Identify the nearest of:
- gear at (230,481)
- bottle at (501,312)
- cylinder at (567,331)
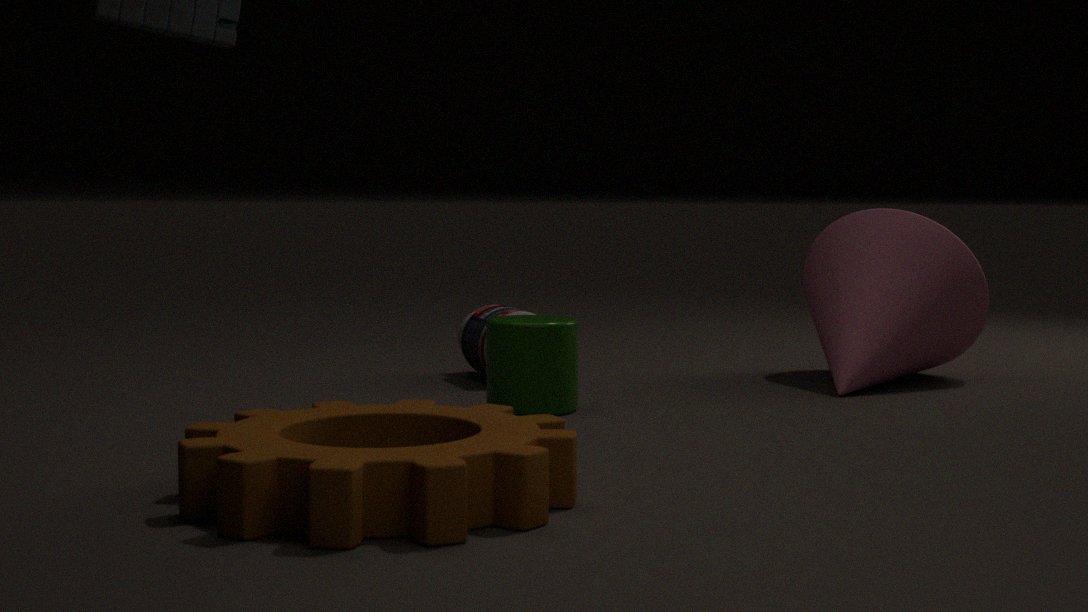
gear at (230,481)
